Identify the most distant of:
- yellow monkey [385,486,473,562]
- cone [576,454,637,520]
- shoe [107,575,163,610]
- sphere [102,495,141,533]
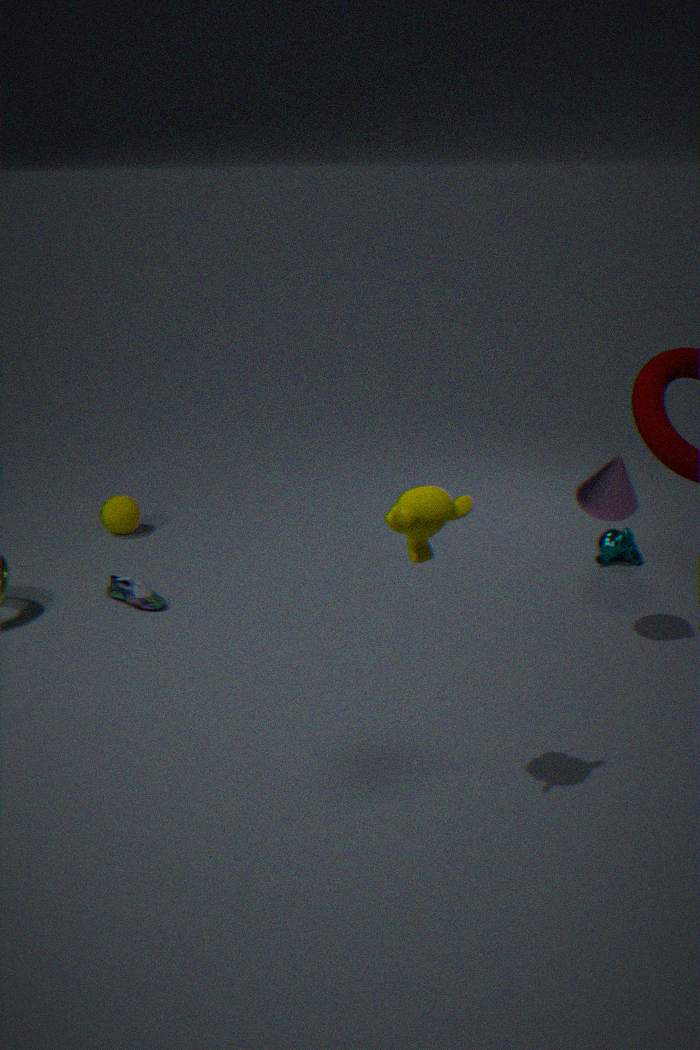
sphere [102,495,141,533]
